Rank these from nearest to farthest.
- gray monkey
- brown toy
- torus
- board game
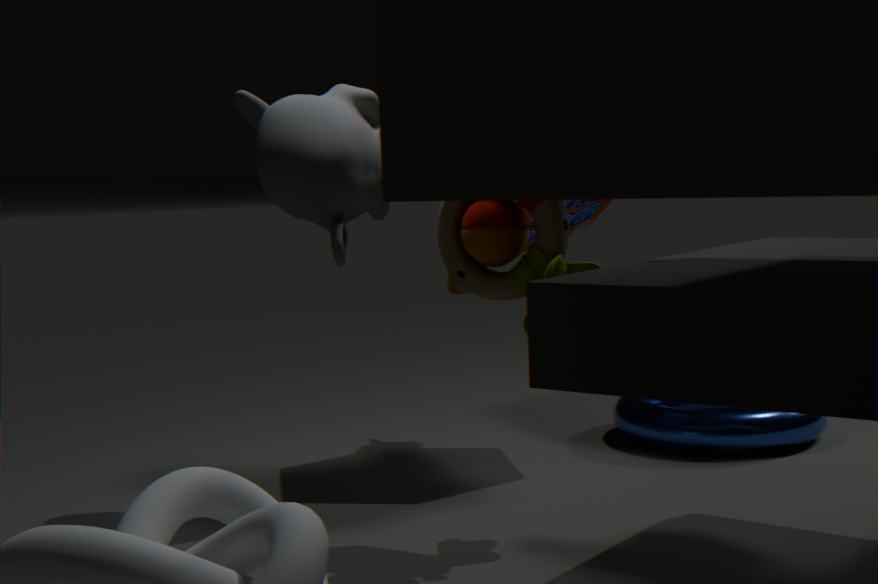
brown toy → gray monkey → torus → board game
